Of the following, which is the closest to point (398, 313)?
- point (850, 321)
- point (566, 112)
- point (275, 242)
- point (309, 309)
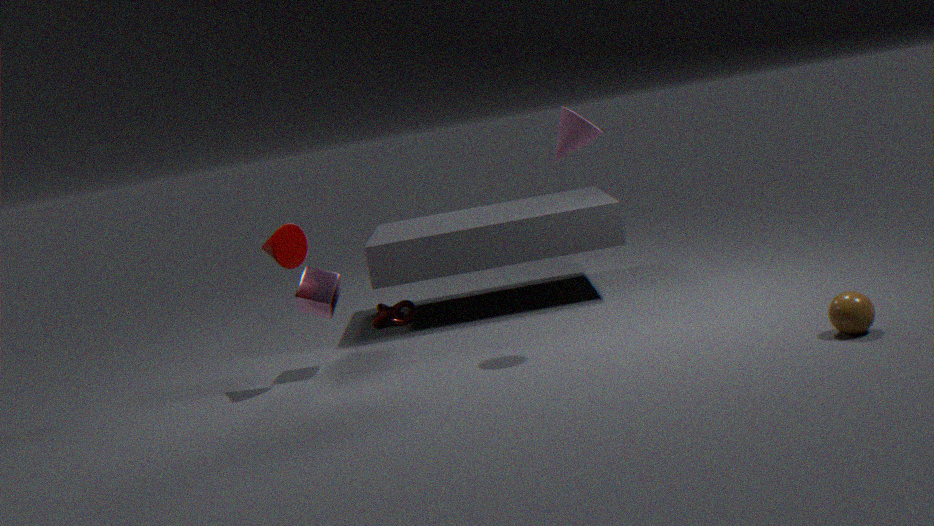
point (309, 309)
